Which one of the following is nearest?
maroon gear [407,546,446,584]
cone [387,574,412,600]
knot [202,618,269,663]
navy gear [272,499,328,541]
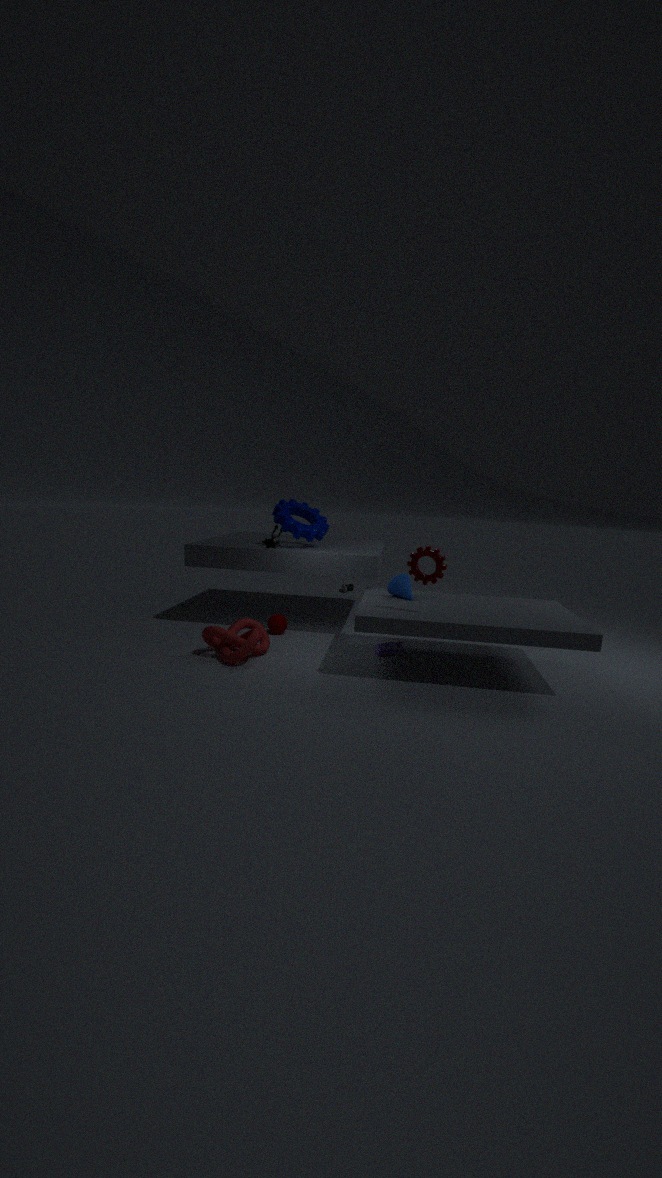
maroon gear [407,546,446,584]
